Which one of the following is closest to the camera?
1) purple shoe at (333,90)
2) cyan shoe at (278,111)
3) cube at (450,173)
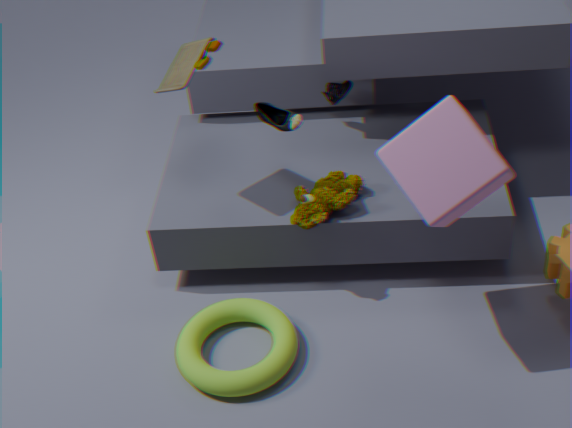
3. cube at (450,173)
